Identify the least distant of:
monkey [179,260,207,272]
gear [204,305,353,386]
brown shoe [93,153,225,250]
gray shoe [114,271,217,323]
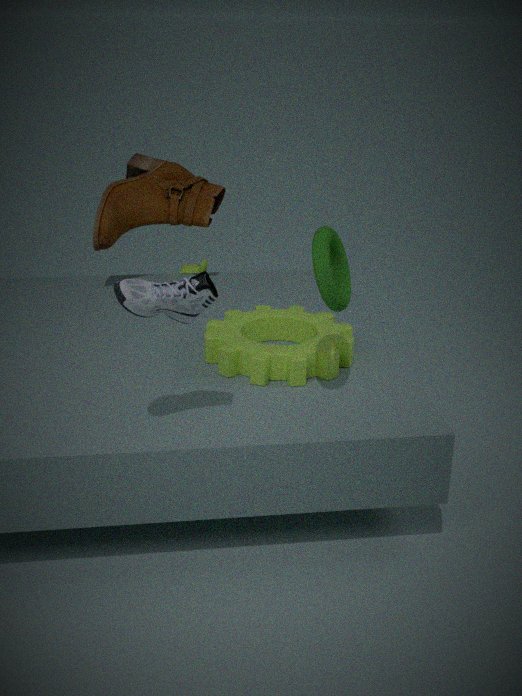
gray shoe [114,271,217,323]
